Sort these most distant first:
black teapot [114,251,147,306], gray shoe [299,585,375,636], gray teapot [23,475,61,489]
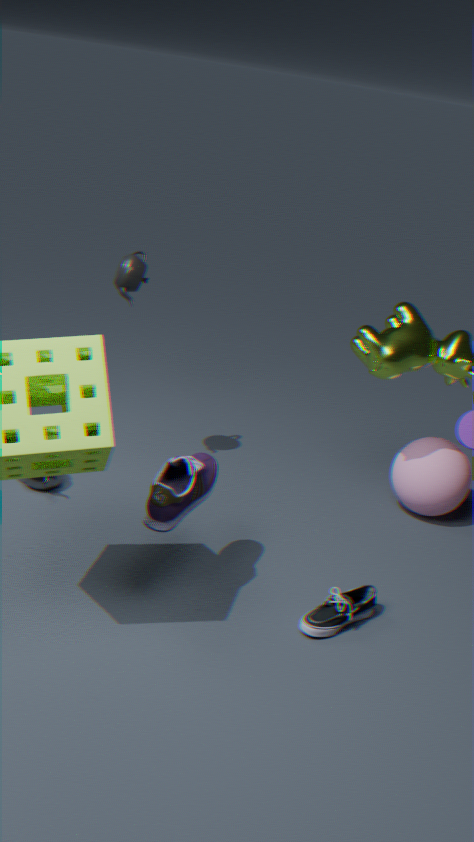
1. black teapot [114,251,147,306]
2. gray teapot [23,475,61,489]
3. gray shoe [299,585,375,636]
